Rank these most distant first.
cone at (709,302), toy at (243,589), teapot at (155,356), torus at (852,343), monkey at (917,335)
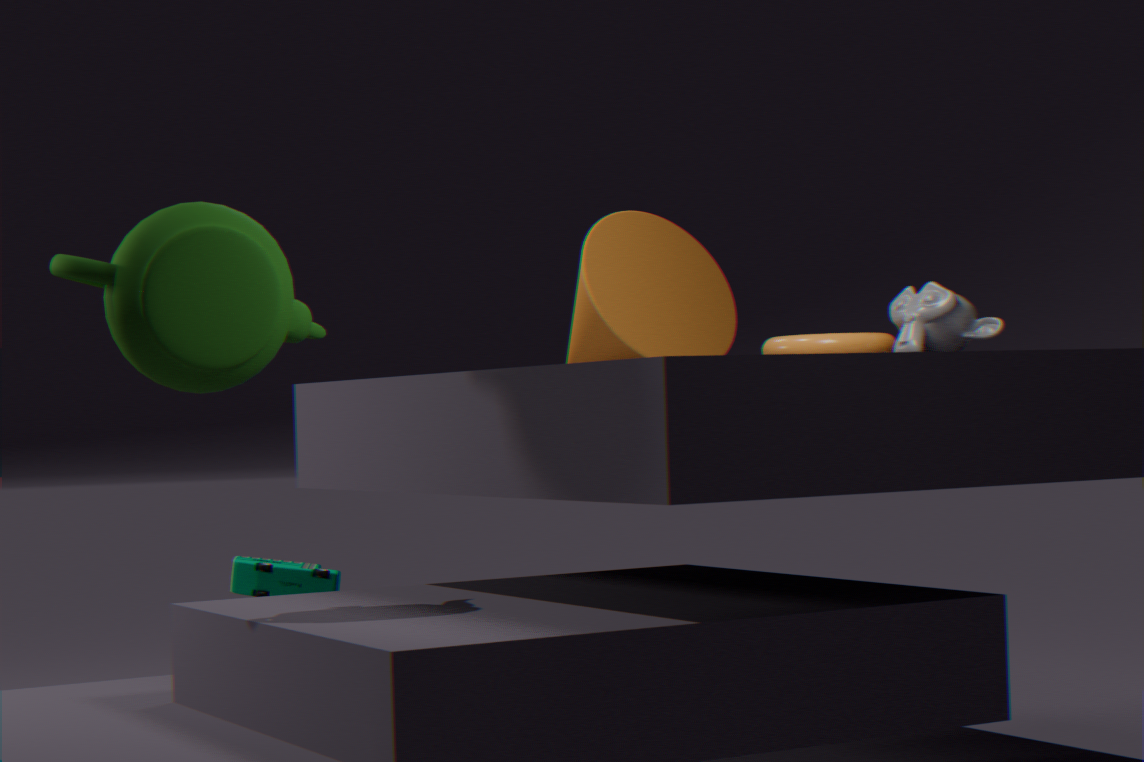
toy at (243,589) < cone at (709,302) < torus at (852,343) < monkey at (917,335) < teapot at (155,356)
